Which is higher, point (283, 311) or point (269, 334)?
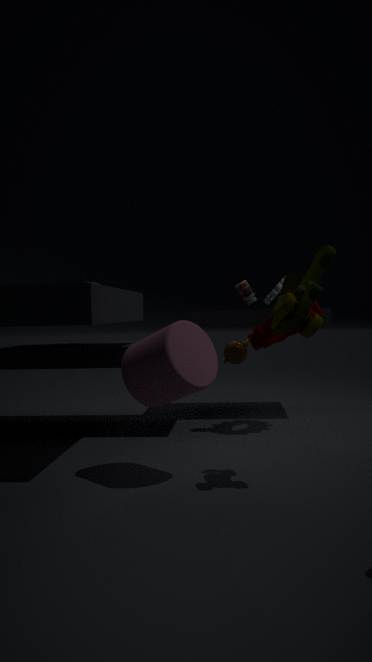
point (283, 311)
